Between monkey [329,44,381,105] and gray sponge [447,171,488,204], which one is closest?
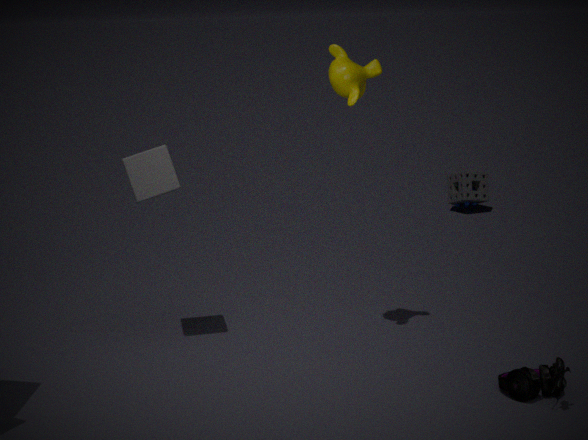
monkey [329,44,381,105]
